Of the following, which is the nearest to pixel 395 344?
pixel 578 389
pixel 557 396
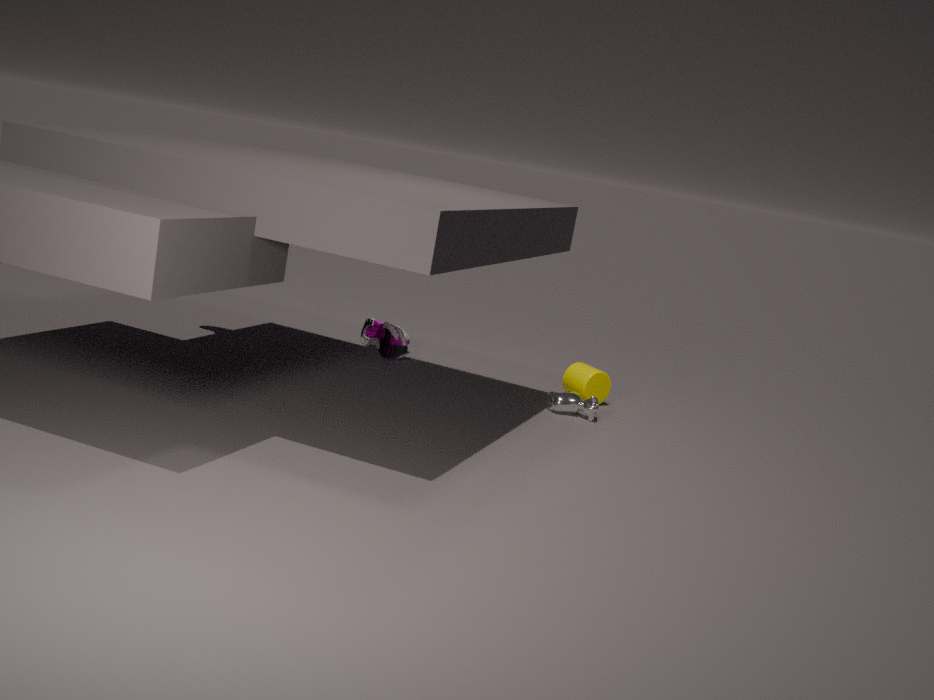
pixel 578 389
